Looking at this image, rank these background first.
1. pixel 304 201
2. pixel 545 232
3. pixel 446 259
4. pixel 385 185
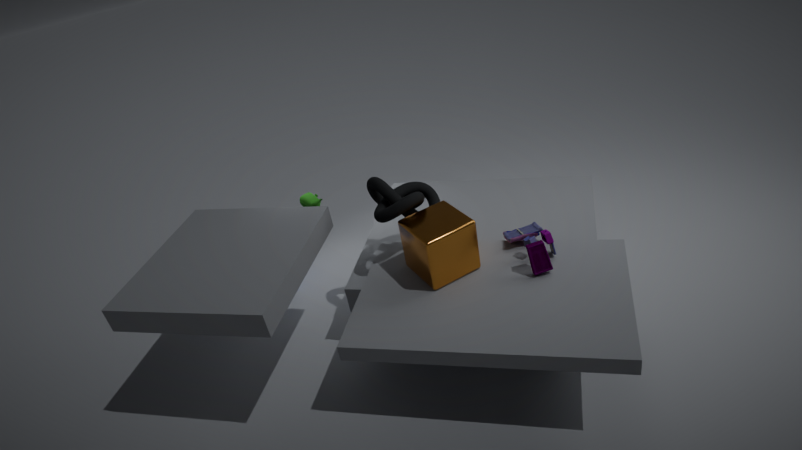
pixel 304 201
pixel 385 185
pixel 545 232
pixel 446 259
